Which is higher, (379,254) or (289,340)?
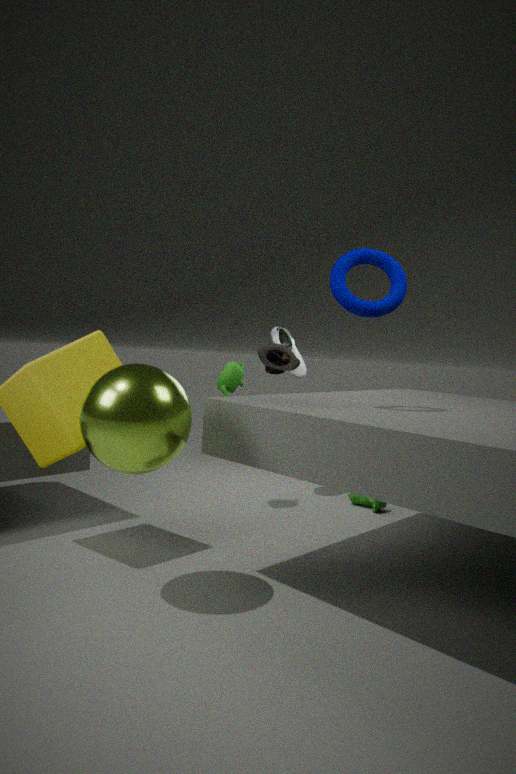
(379,254)
